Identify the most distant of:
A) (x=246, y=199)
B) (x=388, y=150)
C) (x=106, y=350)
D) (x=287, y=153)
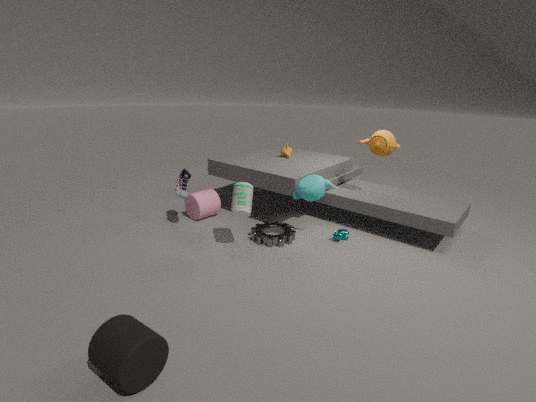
(x=287, y=153)
